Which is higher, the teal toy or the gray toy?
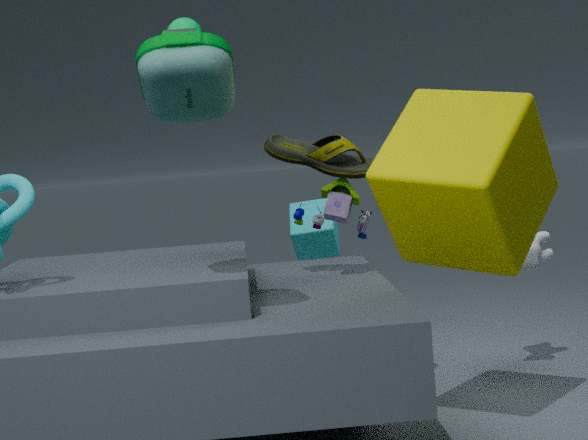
the teal toy
